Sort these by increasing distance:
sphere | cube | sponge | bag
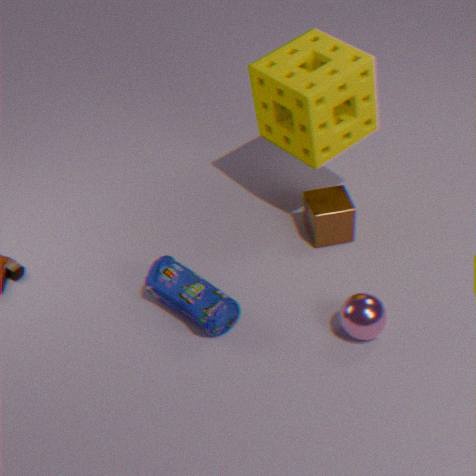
sphere, bag, sponge, cube
